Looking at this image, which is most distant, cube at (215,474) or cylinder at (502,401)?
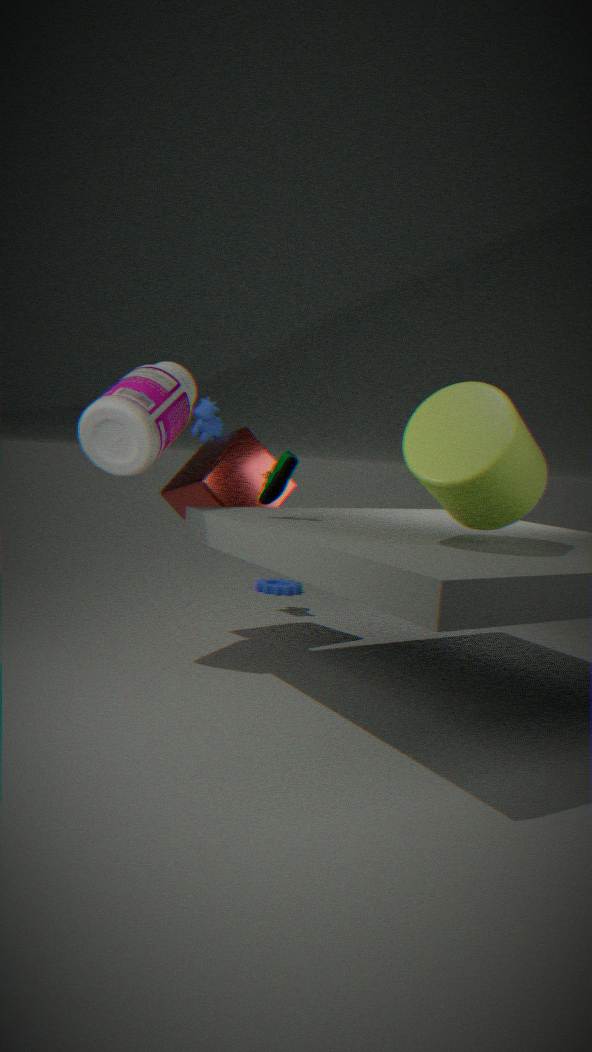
cube at (215,474)
